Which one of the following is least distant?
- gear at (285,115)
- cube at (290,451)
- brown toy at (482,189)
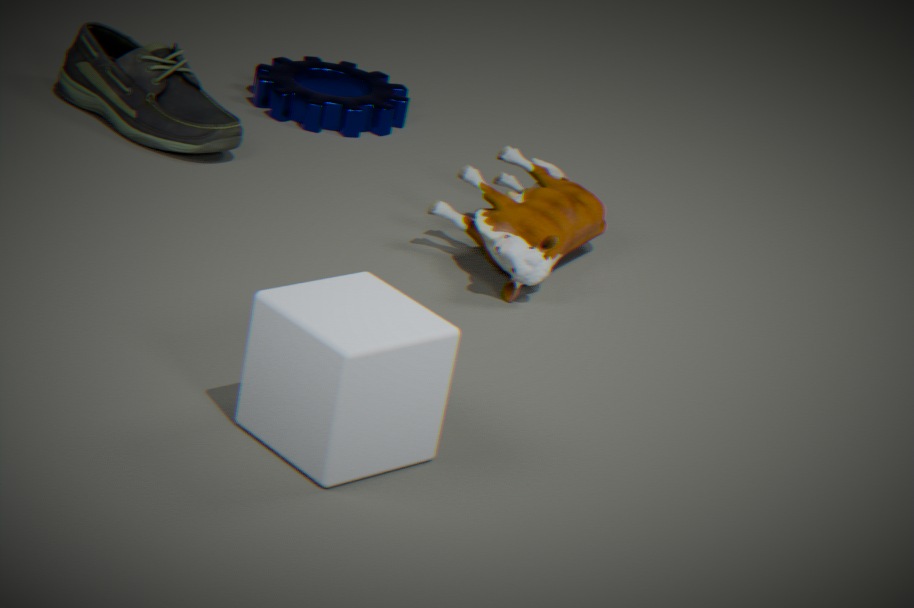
cube at (290,451)
